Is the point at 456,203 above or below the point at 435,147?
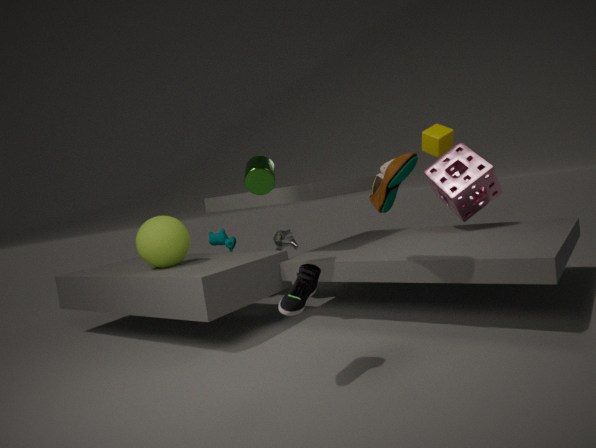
below
